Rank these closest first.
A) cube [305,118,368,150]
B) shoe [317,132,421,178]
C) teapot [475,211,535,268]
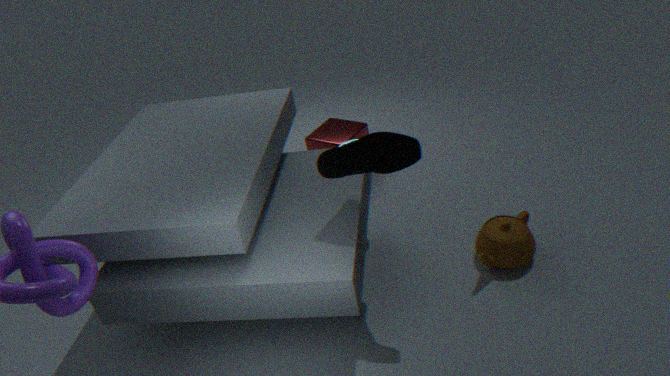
1. shoe [317,132,421,178]
2. teapot [475,211,535,268]
3. cube [305,118,368,150]
